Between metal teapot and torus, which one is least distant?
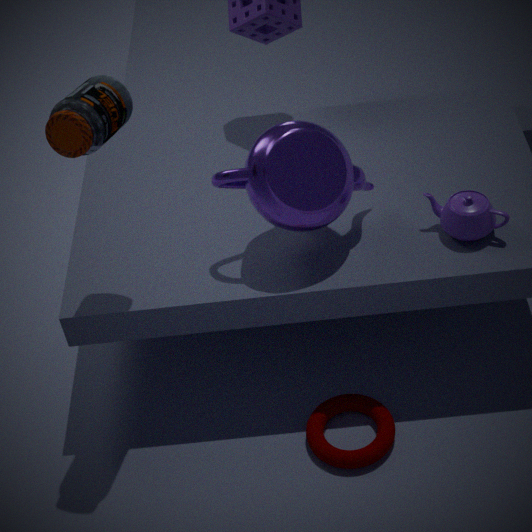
metal teapot
